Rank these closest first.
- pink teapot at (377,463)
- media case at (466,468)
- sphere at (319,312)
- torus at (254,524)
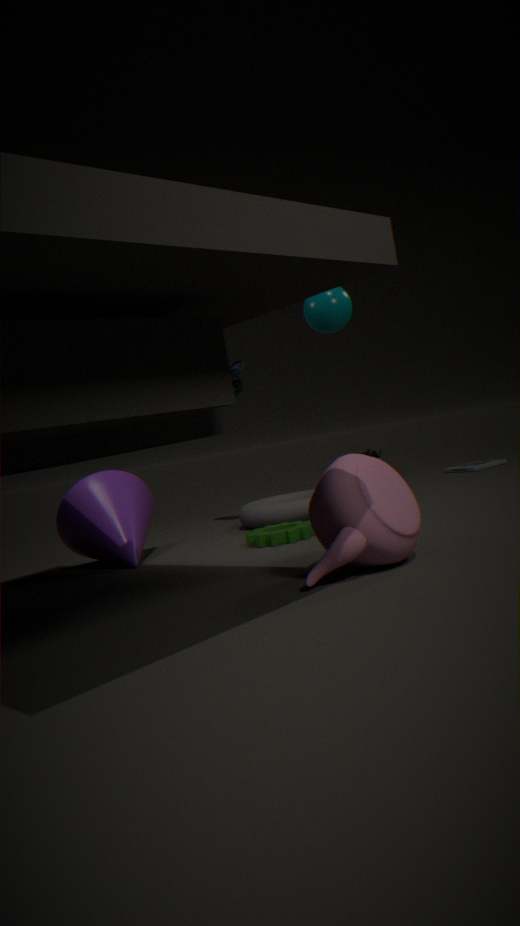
1. pink teapot at (377,463)
2. sphere at (319,312)
3. torus at (254,524)
4. media case at (466,468)
